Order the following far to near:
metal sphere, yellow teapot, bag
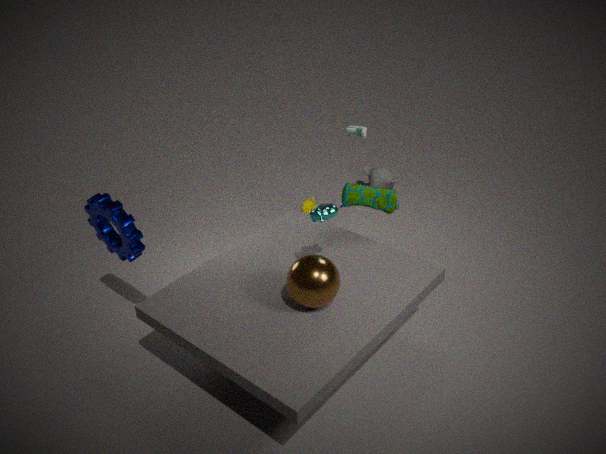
1. yellow teapot
2. bag
3. metal sphere
